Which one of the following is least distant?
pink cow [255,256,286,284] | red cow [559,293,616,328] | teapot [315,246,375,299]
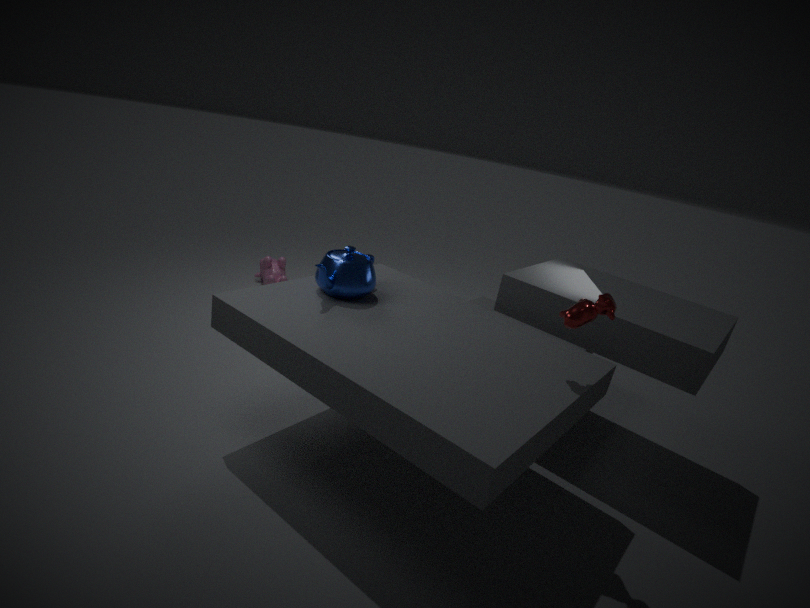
red cow [559,293,616,328]
